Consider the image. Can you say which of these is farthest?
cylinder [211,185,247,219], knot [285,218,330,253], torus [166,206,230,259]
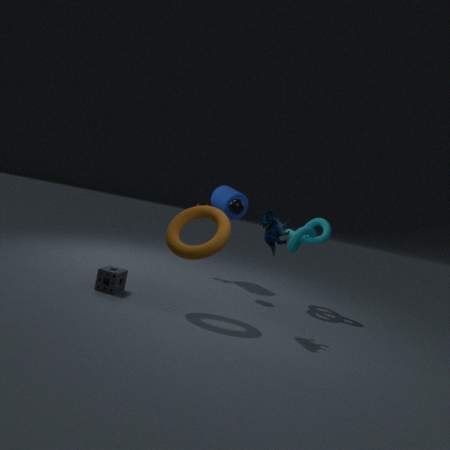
cylinder [211,185,247,219]
